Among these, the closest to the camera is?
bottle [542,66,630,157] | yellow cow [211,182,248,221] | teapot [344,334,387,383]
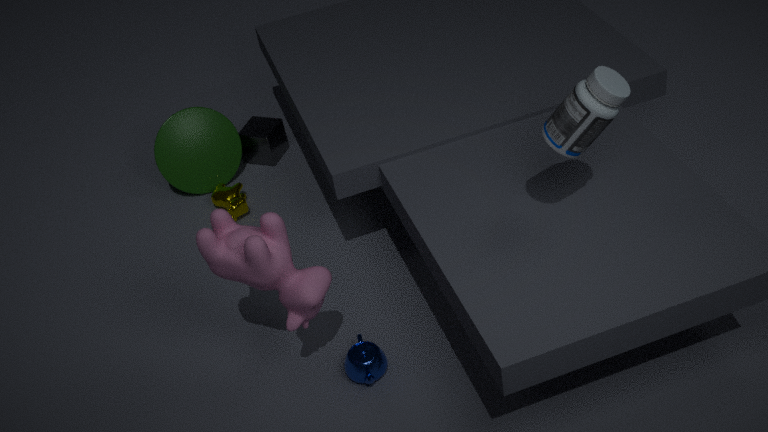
bottle [542,66,630,157]
